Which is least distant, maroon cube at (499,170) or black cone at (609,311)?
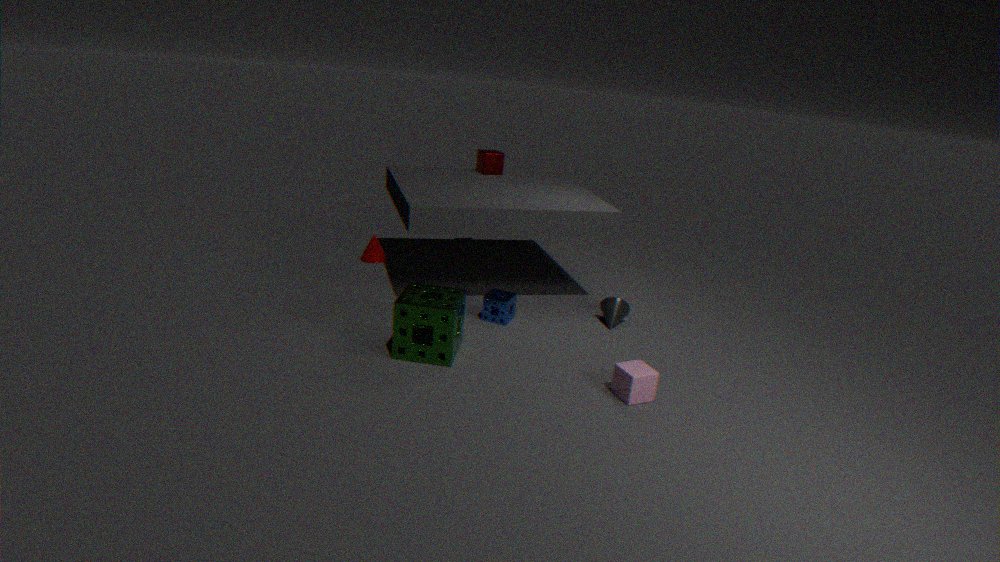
black cone at (609,311)
